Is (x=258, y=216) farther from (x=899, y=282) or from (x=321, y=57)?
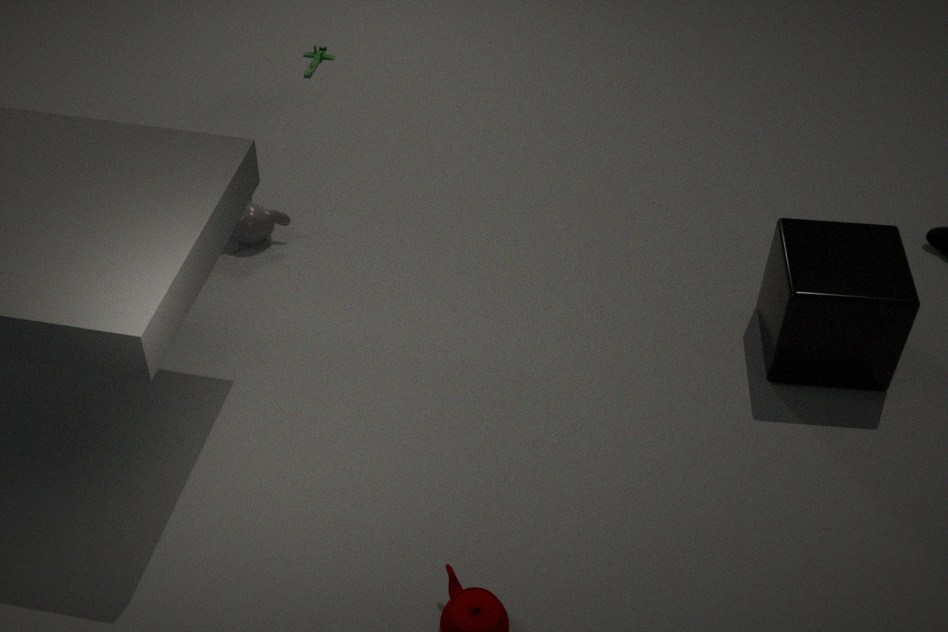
(x=899, y=282)
